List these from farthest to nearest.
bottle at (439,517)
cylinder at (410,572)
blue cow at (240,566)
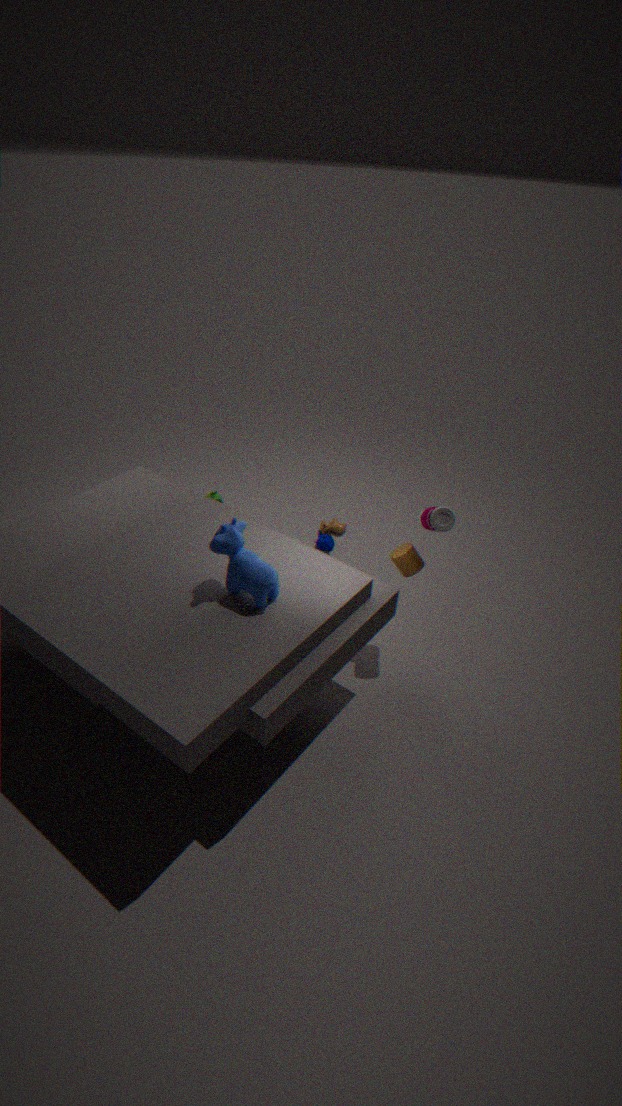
cylinder at (410,572) < bottle at (439,517) < blue cow at (240,566)
